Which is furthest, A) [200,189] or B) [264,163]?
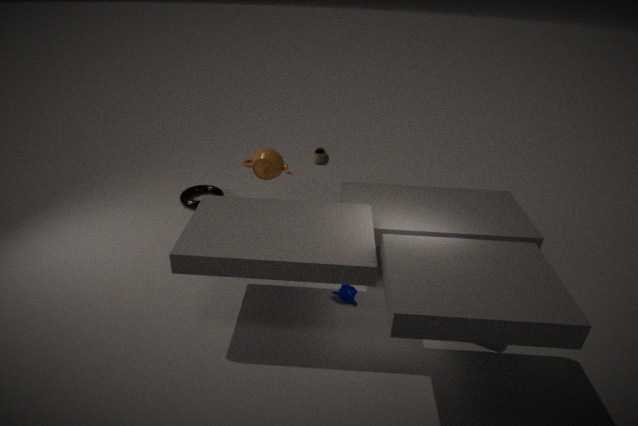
A. [200,189]
